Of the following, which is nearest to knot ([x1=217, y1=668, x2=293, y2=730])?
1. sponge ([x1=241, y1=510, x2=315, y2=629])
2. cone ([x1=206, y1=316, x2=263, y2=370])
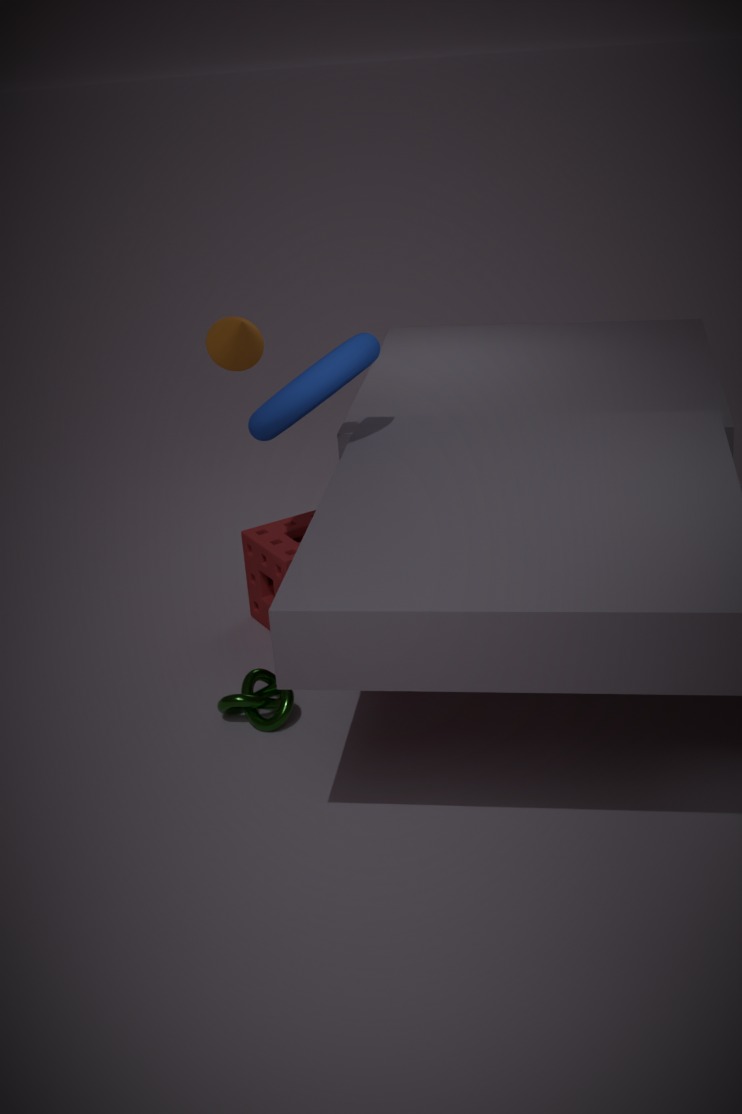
sponge ([x1=241, y1=510, x2=315, y2=629])
